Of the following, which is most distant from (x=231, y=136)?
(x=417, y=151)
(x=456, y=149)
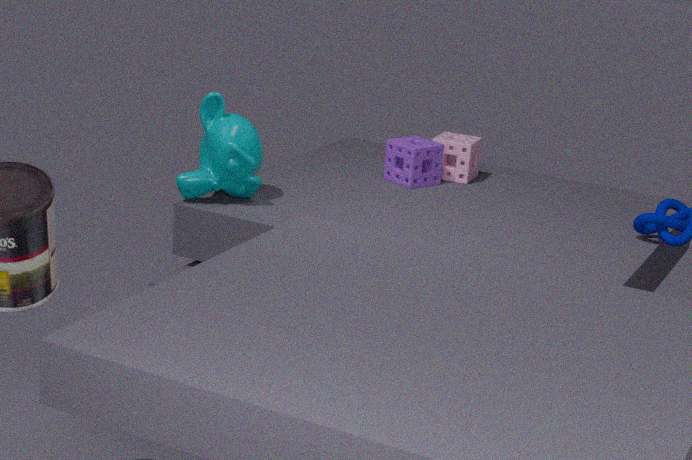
(x=456, y=149)
